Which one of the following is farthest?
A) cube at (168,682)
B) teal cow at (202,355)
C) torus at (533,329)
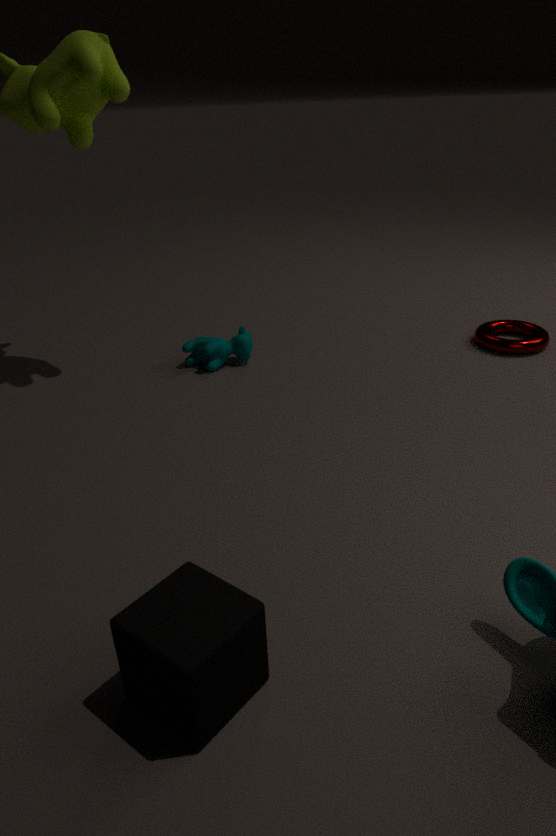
torus at (533,329)
